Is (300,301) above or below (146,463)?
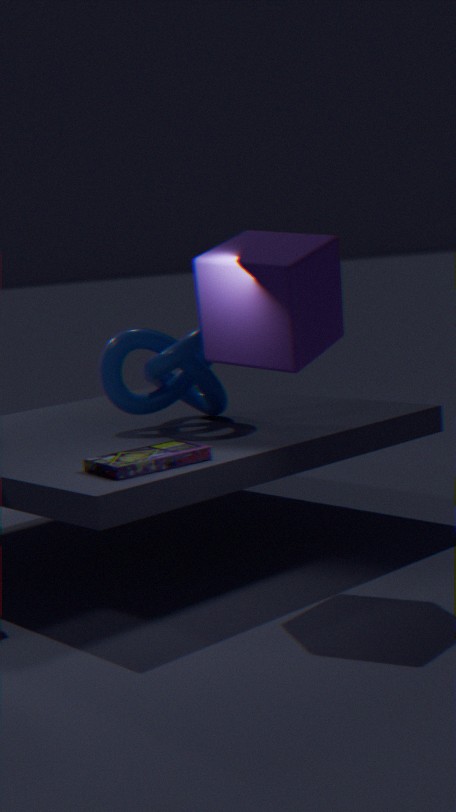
above
